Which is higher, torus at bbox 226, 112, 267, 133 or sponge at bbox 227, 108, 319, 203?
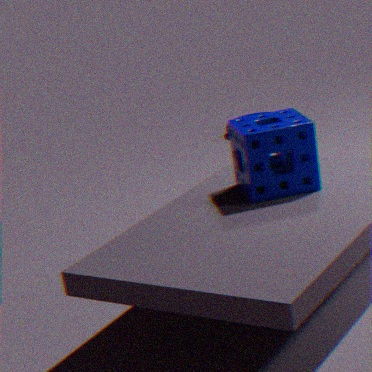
sponge at bbox 227, 108, 319, 203
